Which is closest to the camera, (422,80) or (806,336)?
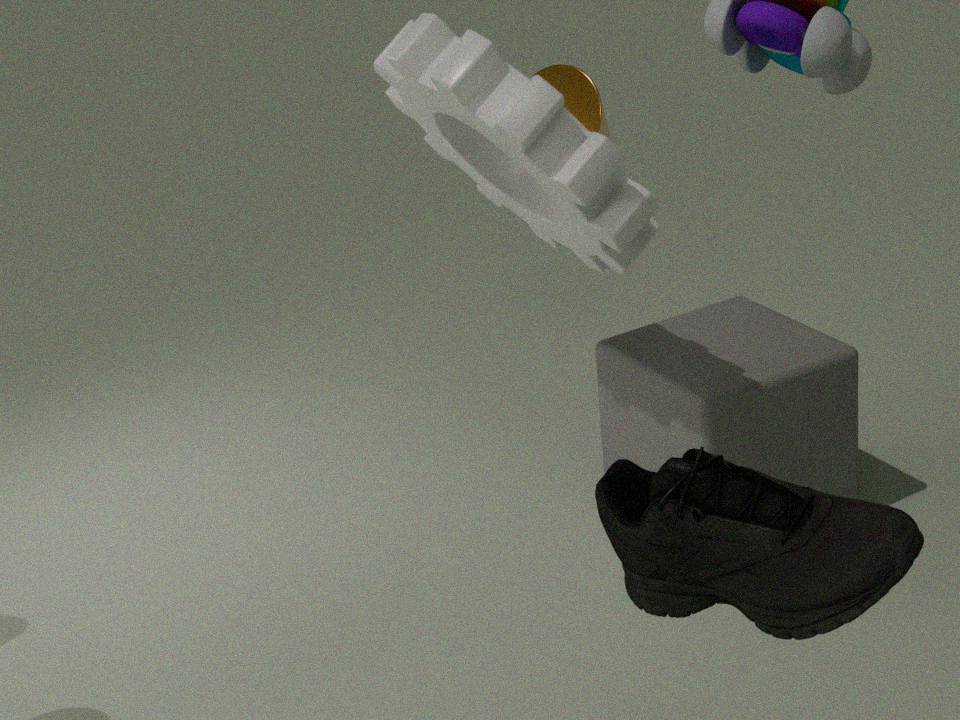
(422,80)
